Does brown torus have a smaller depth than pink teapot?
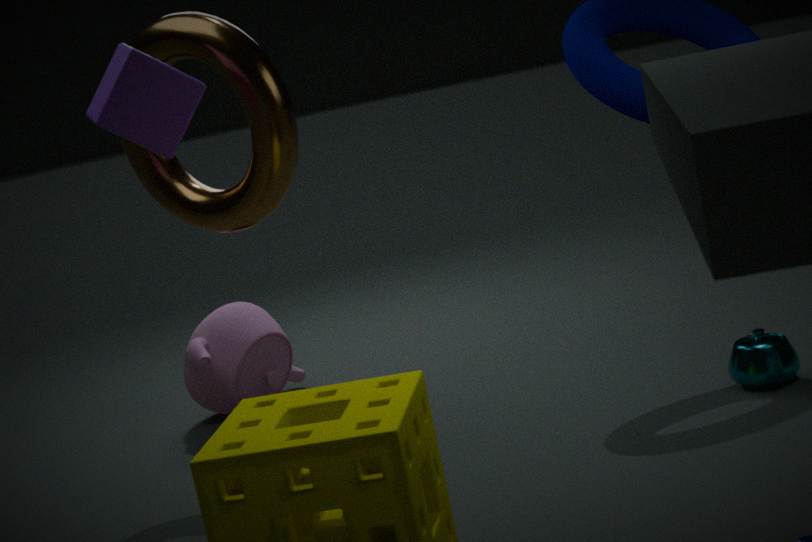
Yes
